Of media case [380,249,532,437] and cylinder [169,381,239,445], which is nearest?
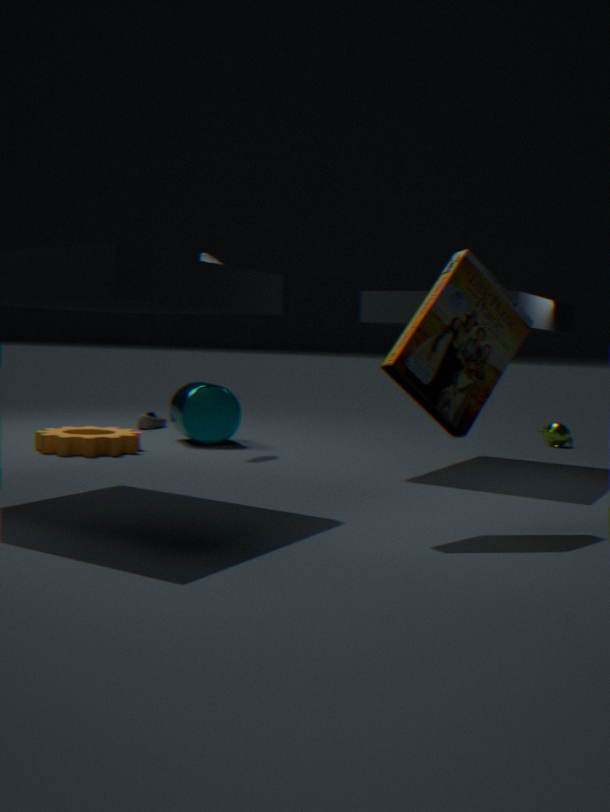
media case [380,249,532,437]
